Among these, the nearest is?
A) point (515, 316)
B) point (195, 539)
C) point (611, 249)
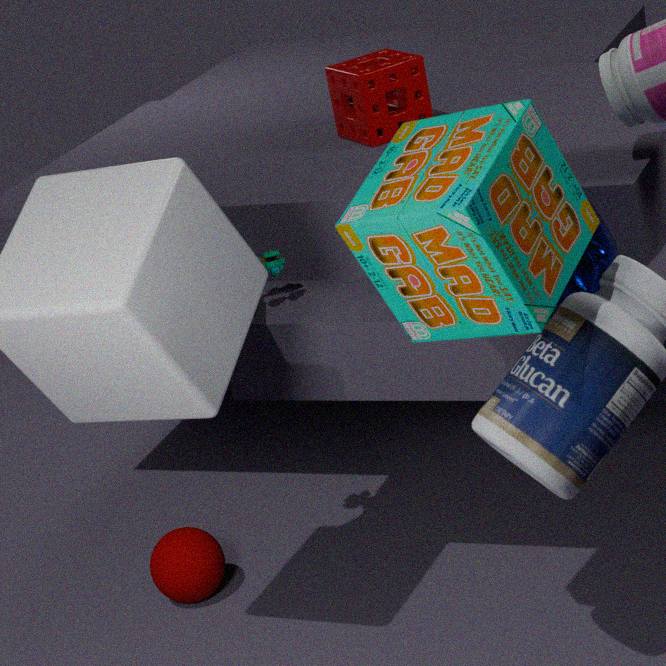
point (515, 316)
